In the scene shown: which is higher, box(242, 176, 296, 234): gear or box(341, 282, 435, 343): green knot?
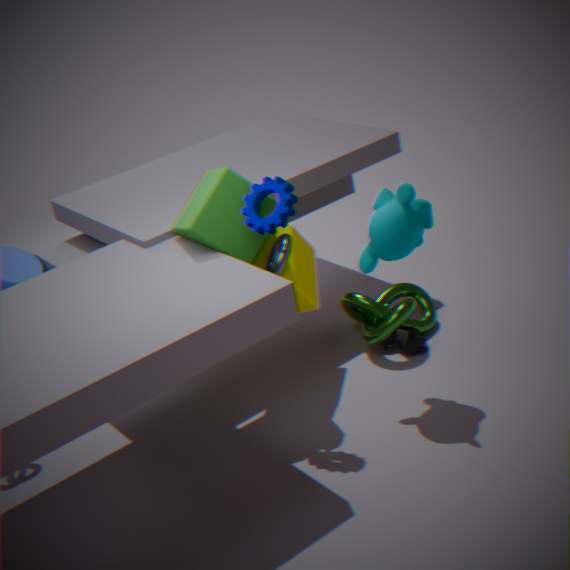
box(242, 176, 296, 234): gear
